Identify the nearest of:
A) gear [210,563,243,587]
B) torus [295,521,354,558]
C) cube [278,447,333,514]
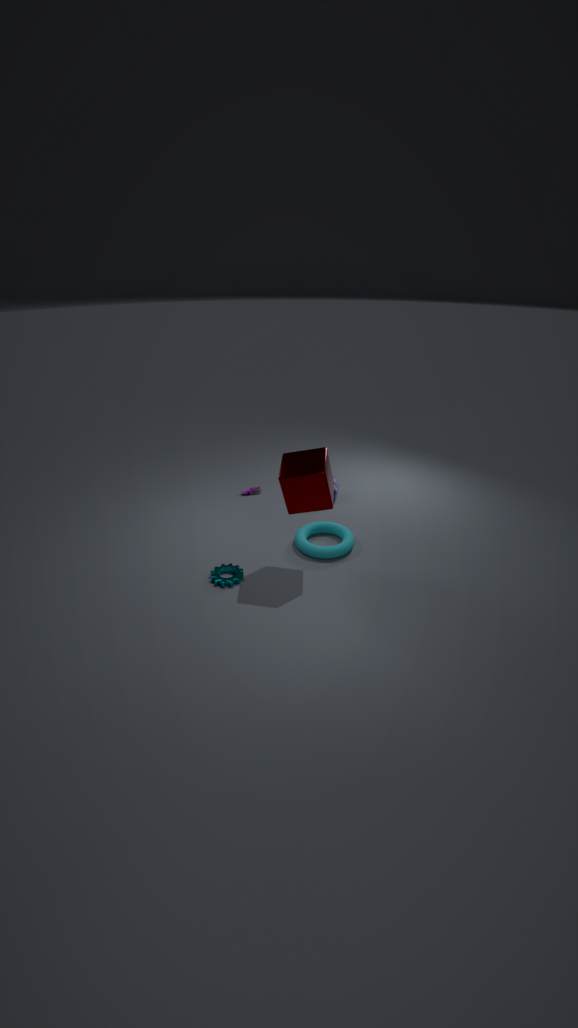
cube [278,447,333,514]
